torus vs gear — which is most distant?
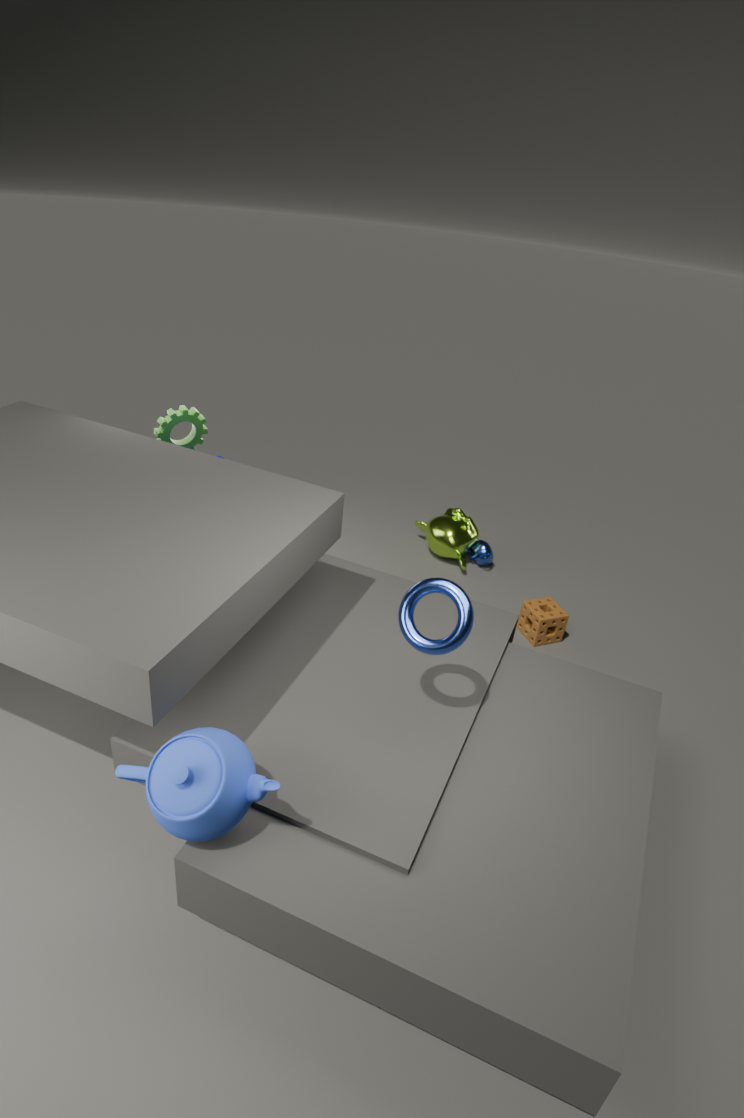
gear
